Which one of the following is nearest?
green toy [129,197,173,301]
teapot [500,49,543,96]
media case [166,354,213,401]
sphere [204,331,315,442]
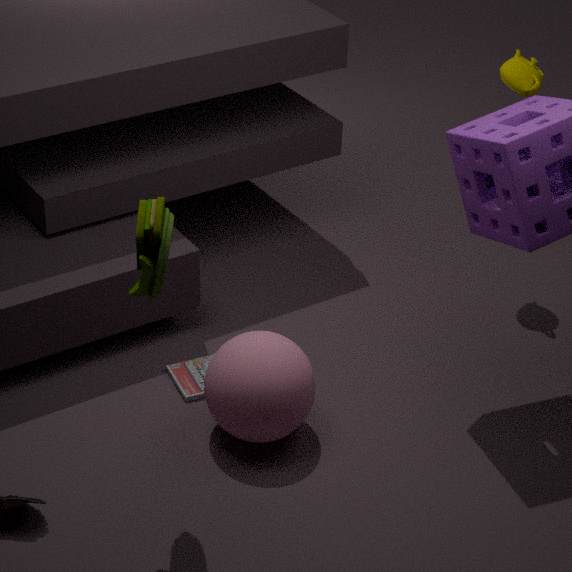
green toy [129,197,173,301]
